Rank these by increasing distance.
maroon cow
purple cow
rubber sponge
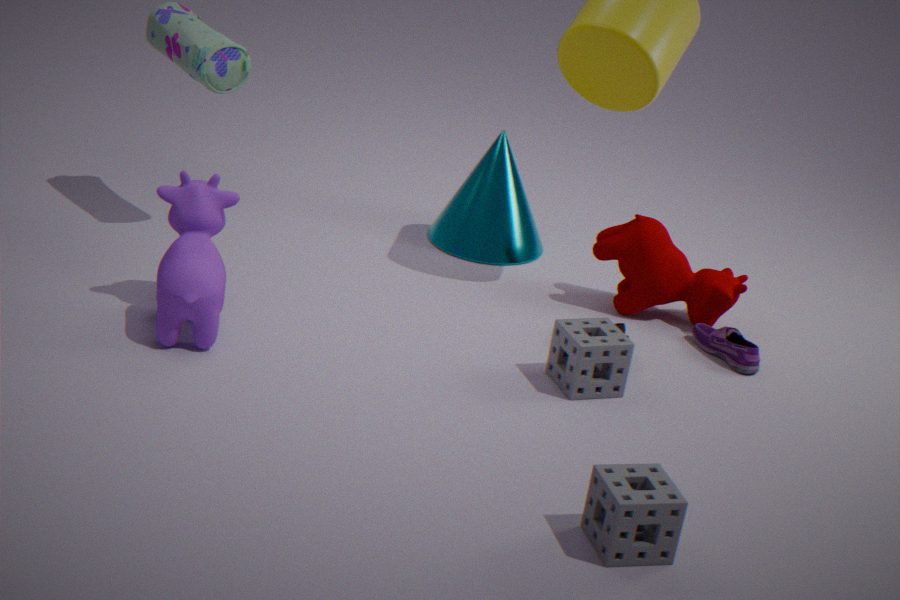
rubber sponge, purple cow, maroon cow
